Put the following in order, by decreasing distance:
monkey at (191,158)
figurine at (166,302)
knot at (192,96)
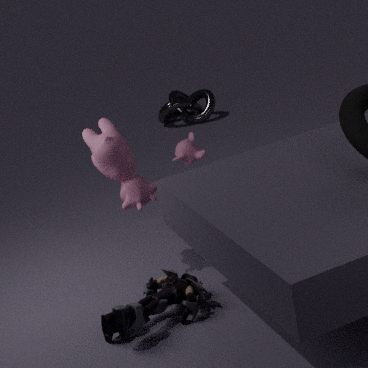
knot at (192,96) < monkey at (191,158) < figurine at (166,302)
